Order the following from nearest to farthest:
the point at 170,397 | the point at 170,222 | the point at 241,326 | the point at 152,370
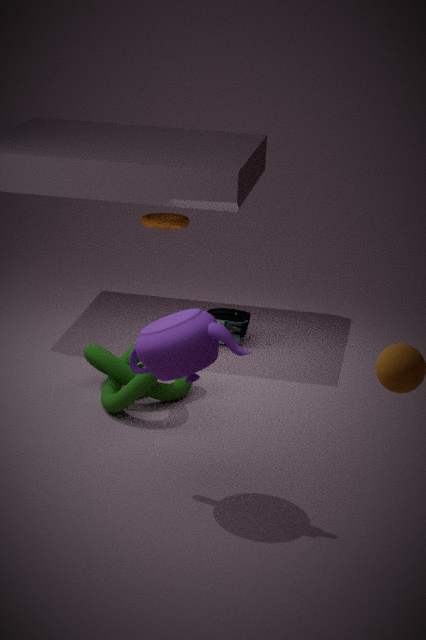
the point at 152,370 < the point at 170,397 < the point at 241,326 < the point at 170,222
